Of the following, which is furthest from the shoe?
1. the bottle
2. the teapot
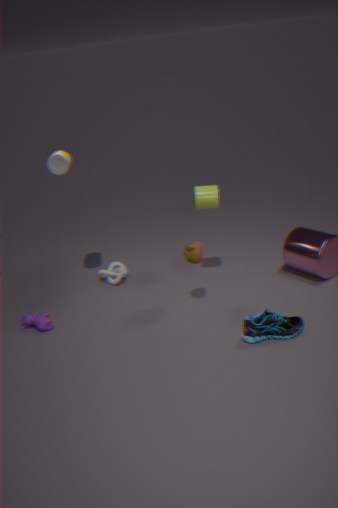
the bottle
